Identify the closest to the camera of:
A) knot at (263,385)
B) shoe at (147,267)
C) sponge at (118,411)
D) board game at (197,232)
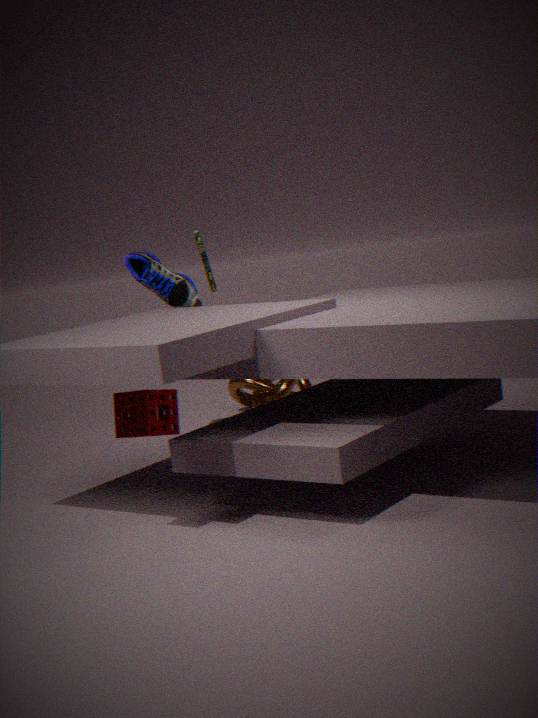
sponge at (118,411)
